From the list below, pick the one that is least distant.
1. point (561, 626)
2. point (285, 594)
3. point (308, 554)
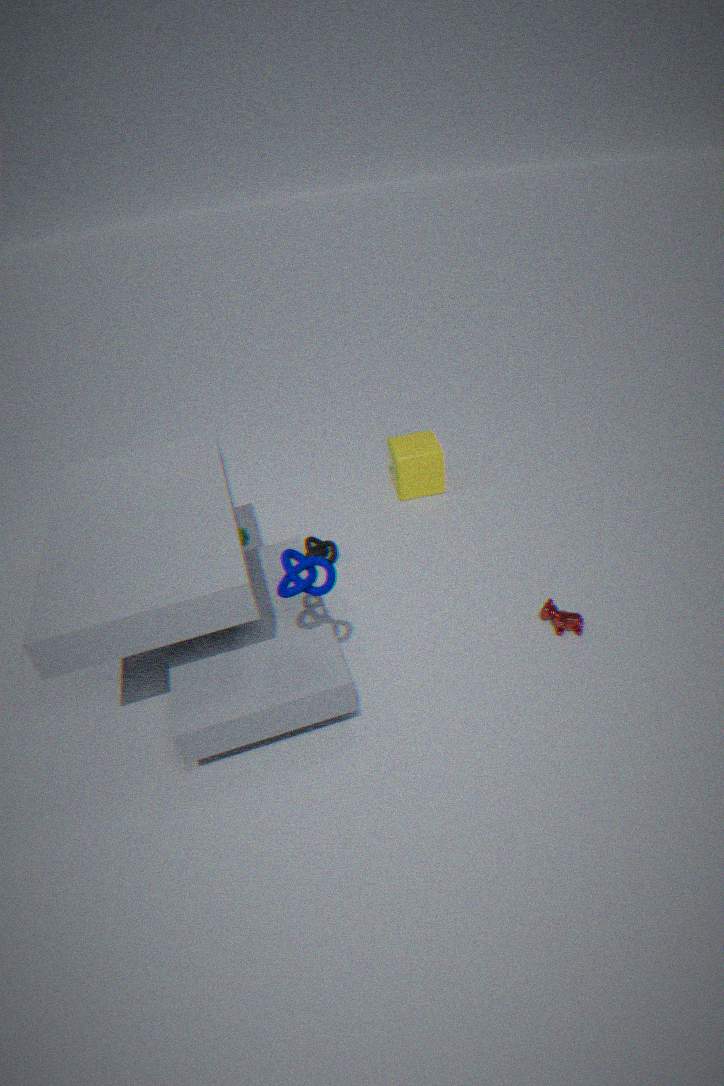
point (285, 594)
